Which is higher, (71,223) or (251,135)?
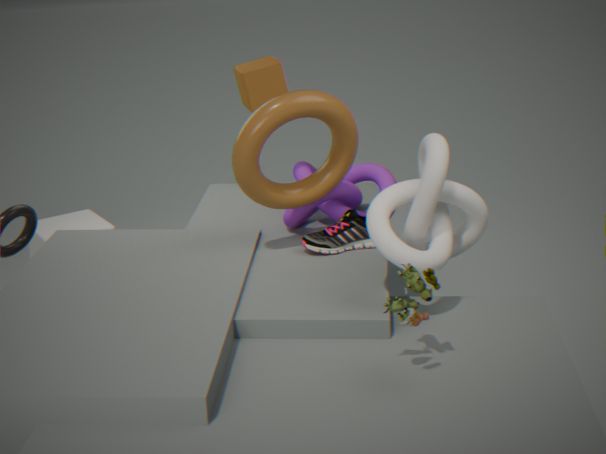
(251,135)
